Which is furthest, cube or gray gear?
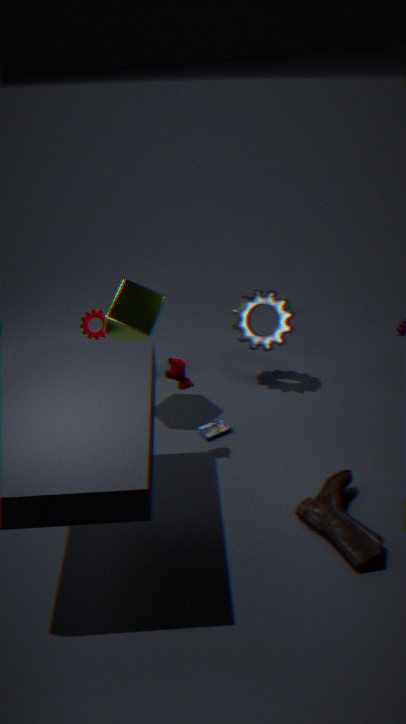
gray gear
